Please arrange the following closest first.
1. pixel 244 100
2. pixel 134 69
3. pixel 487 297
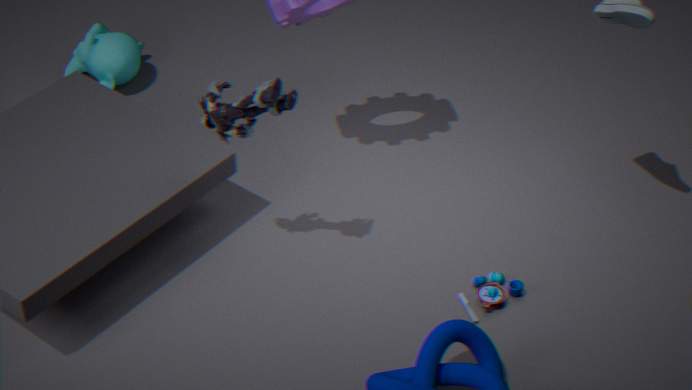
pixel 244 100 → pixel 487 297 → pixel 134 69
